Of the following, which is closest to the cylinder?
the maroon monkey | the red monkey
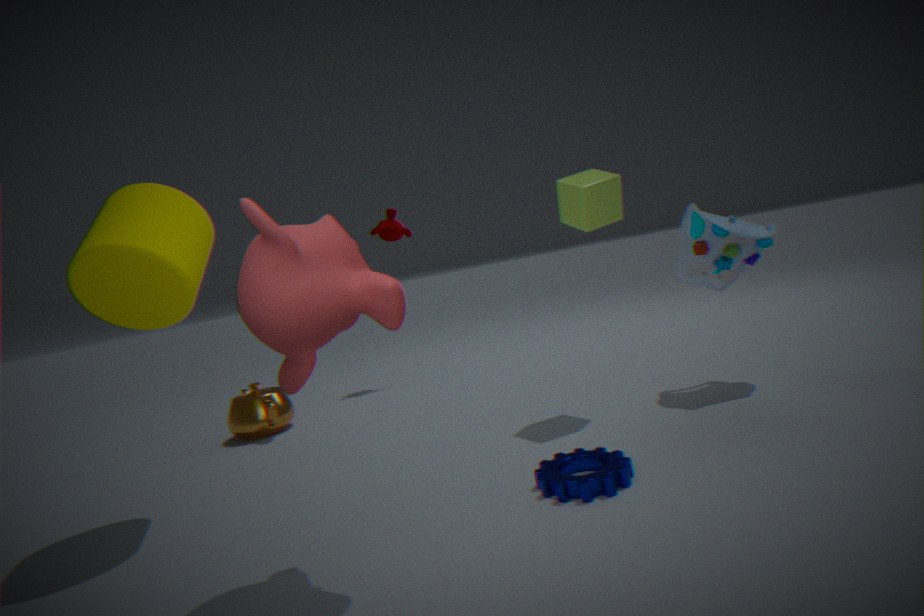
the red monkey
